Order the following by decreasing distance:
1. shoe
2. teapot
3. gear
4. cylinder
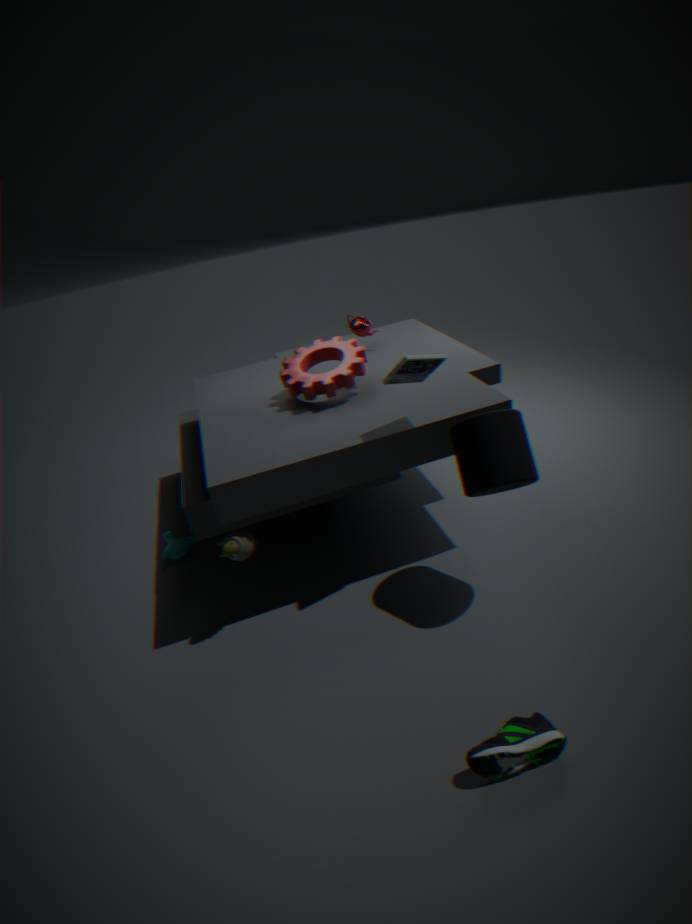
teapot, gear, cylinder, shoe
